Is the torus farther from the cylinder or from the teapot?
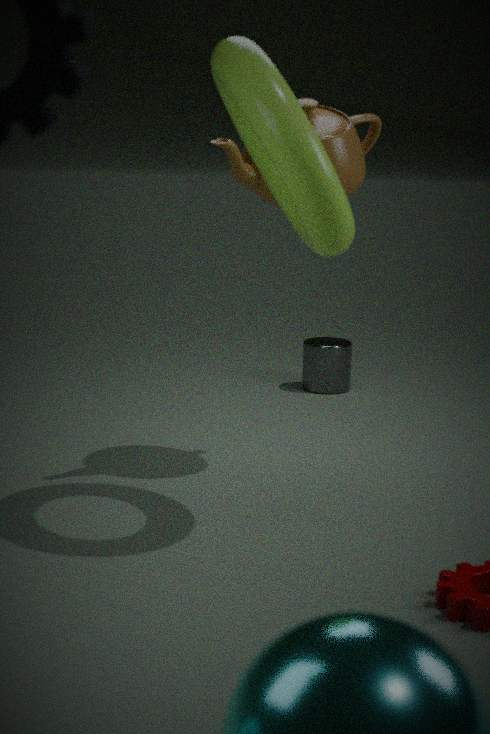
the cylinder
